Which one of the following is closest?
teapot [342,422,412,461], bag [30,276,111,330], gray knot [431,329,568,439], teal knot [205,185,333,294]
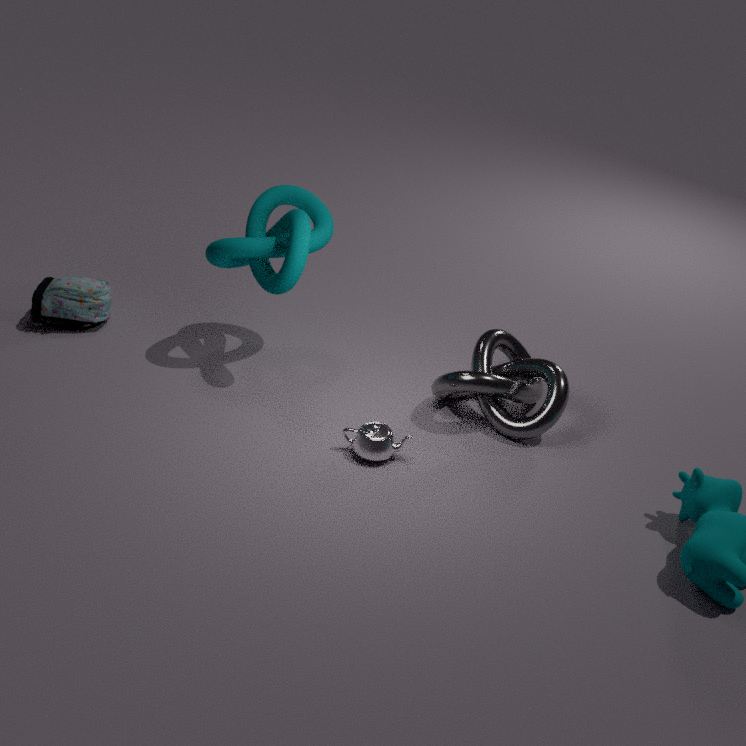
teapot [342,422,412,461]
